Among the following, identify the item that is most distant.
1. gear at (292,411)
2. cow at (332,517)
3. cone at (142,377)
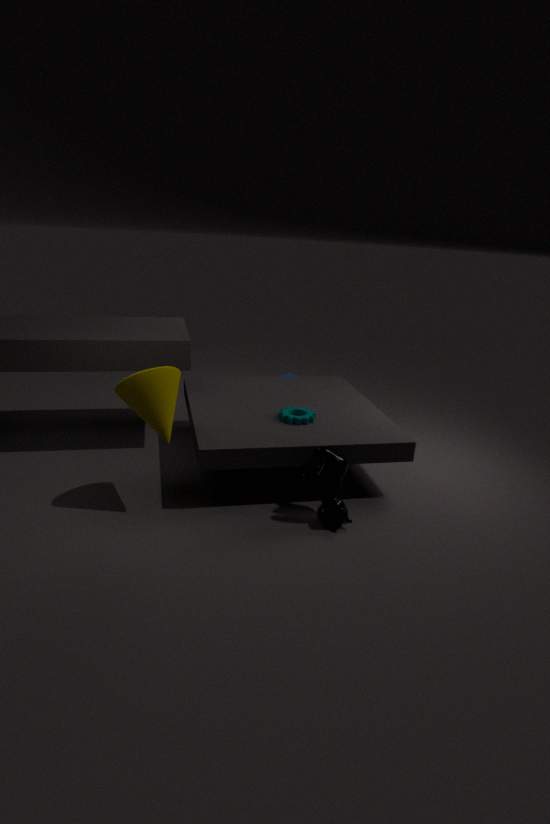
gear at (292,411)
